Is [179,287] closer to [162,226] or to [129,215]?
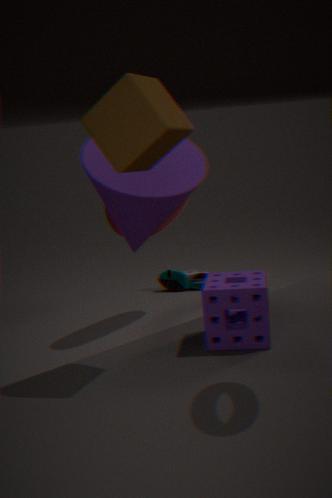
[162,226]
